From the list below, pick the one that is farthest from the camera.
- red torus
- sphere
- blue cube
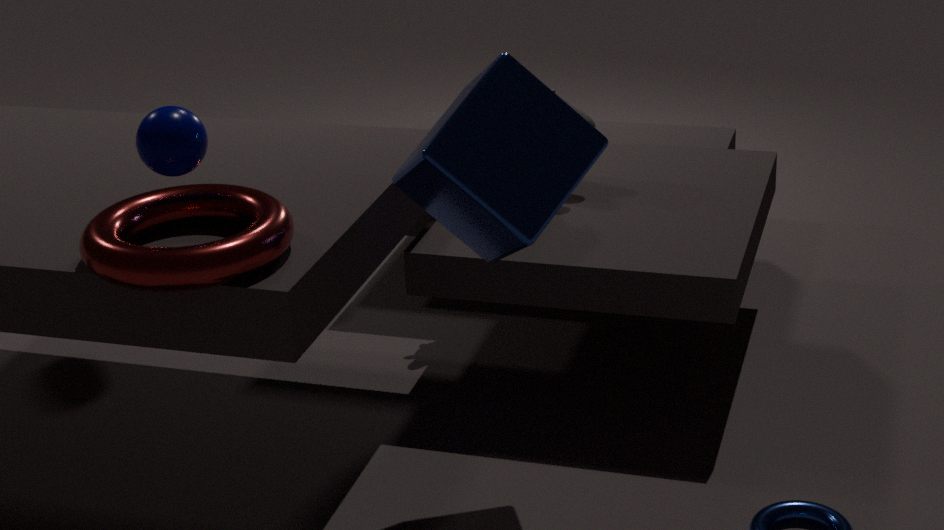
sphere
